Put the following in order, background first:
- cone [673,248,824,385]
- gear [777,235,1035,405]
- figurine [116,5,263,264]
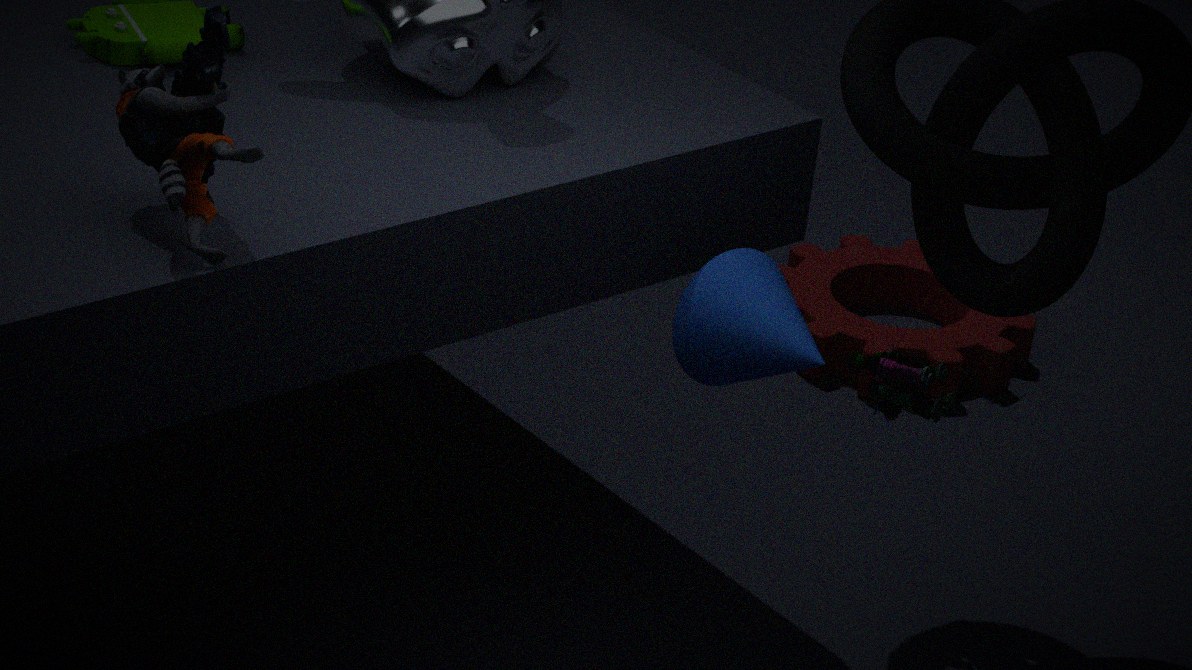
1. gear [777,235,1035,405]
2. cone [673,248,824,385]
3. figurine [116,5,263,264]
